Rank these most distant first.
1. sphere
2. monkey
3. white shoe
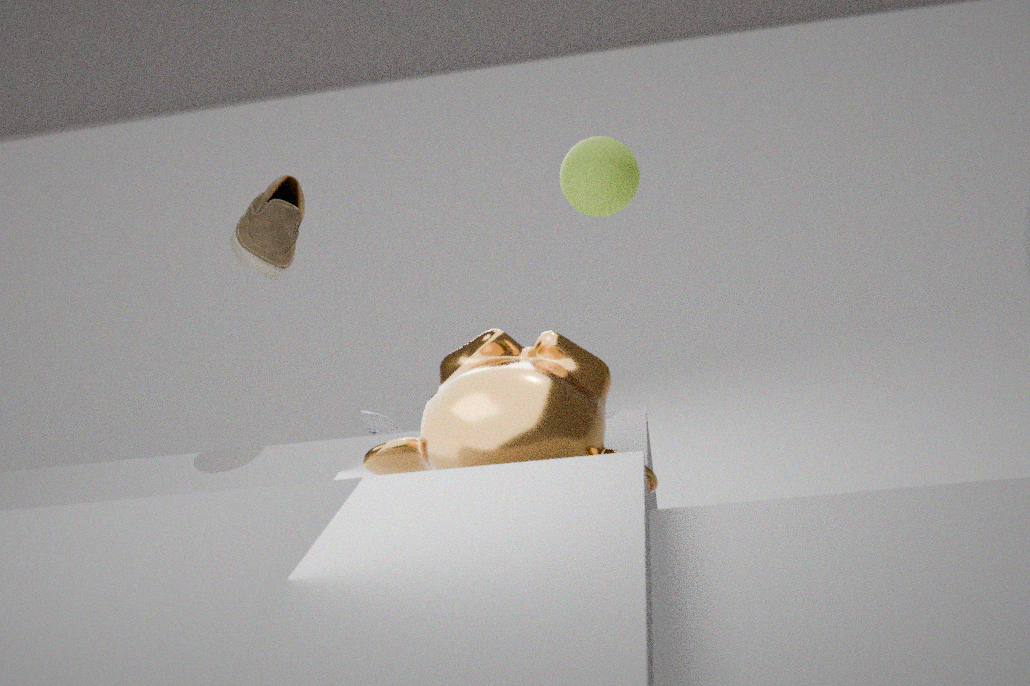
white shoe, sphere, monkey
